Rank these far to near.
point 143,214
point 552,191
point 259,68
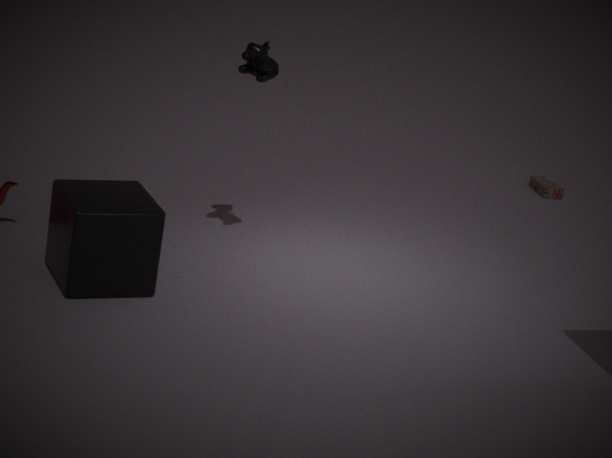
point 552,191
point 259,68
point 143,214
